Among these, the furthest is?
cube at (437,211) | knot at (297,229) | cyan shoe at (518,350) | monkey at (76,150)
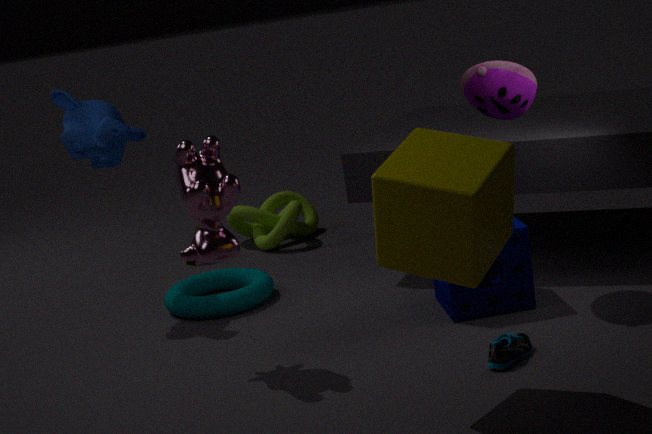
knot at (297,229)
